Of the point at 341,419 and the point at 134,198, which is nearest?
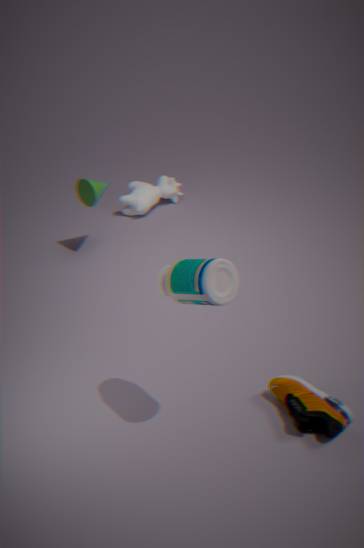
the point at 341,419
